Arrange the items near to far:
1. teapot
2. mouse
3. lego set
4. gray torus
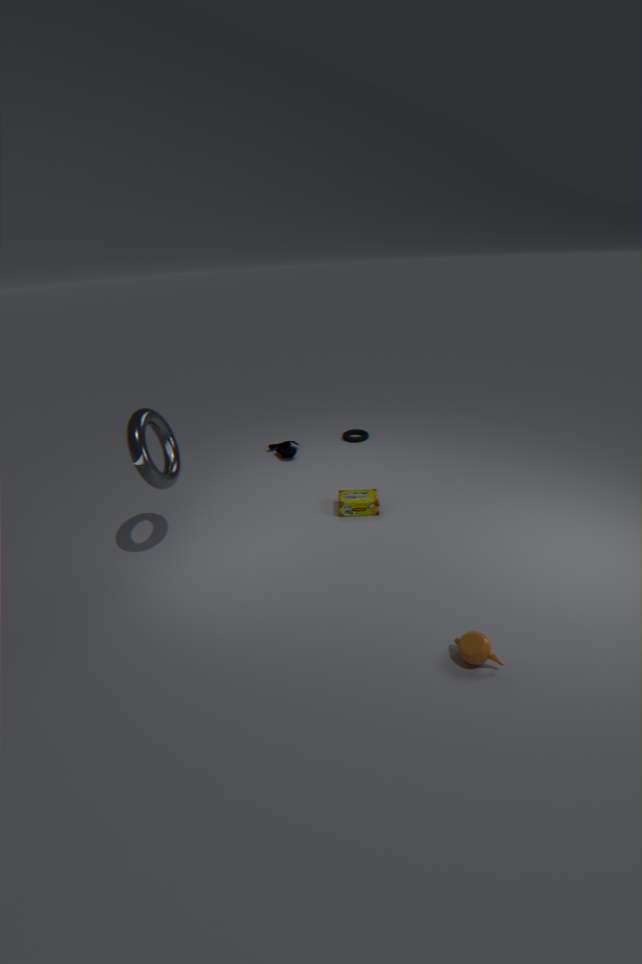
teapot → gray torus → lego set → mouse
